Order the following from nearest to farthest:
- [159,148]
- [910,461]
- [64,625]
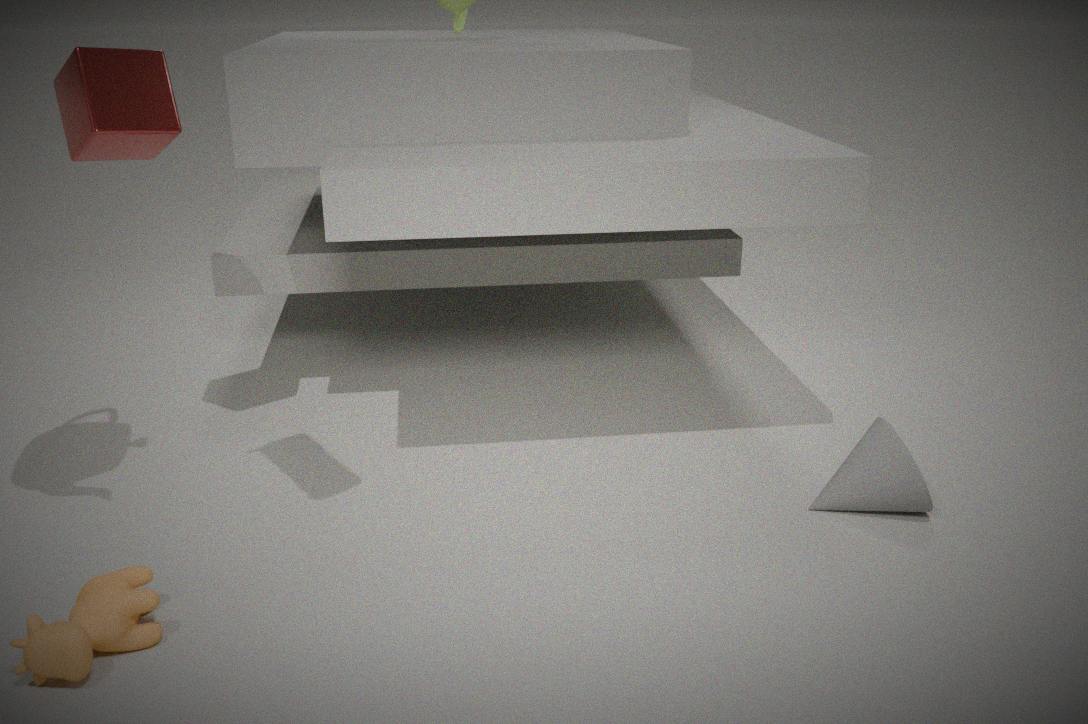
[64,625], [910,461], [159,148]
